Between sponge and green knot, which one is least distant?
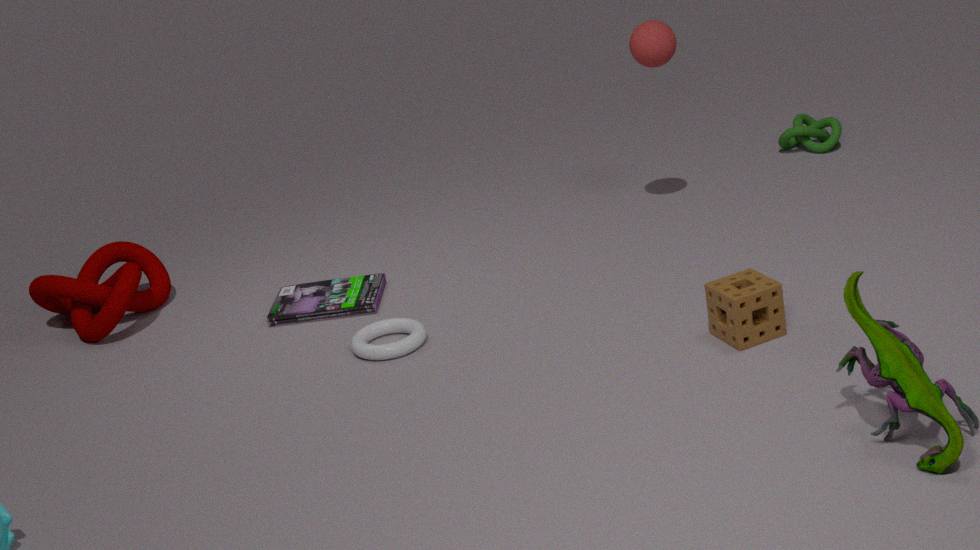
sponge
